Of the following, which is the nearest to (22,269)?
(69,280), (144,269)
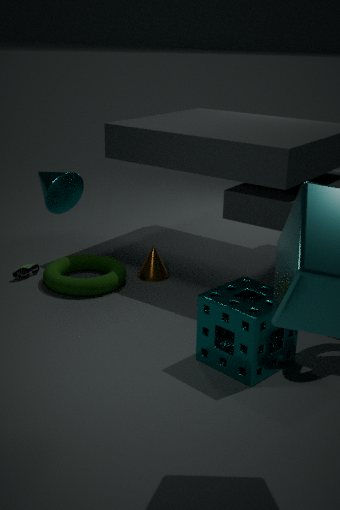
(69,280)
